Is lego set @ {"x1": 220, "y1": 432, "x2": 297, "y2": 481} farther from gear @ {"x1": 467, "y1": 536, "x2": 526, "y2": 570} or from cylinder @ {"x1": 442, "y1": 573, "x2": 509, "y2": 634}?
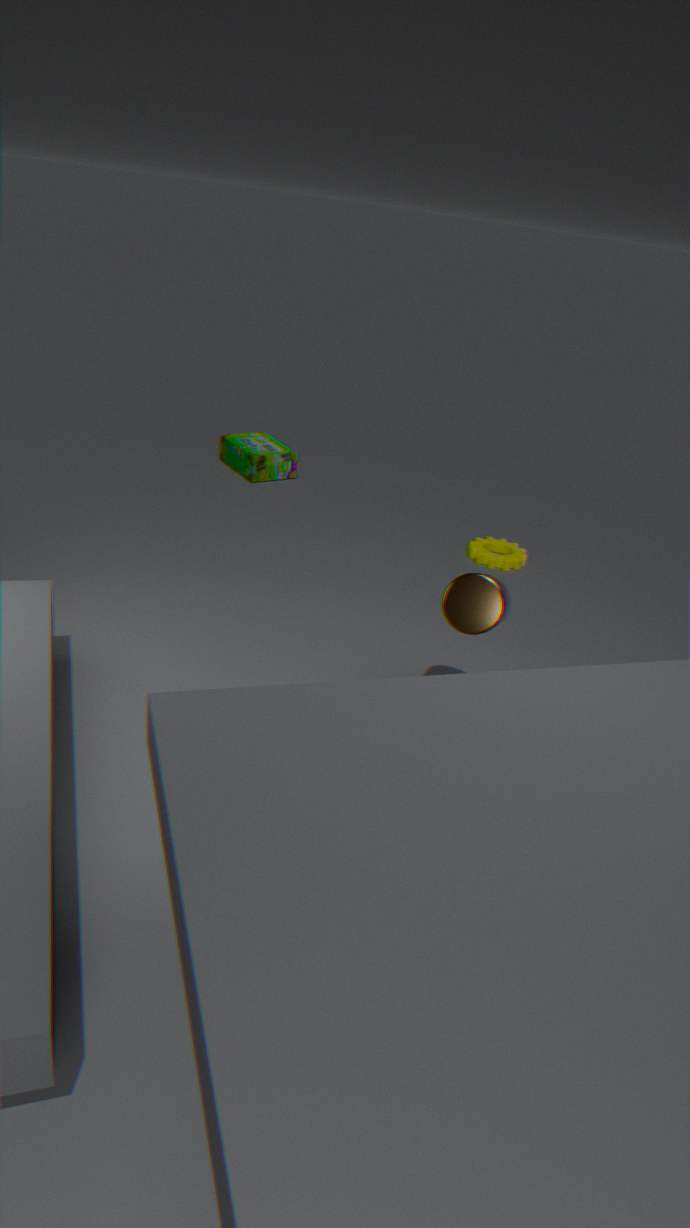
cylinder @ {"x1": 442, "y1": 573, "x2": 509, "y2": 634}
